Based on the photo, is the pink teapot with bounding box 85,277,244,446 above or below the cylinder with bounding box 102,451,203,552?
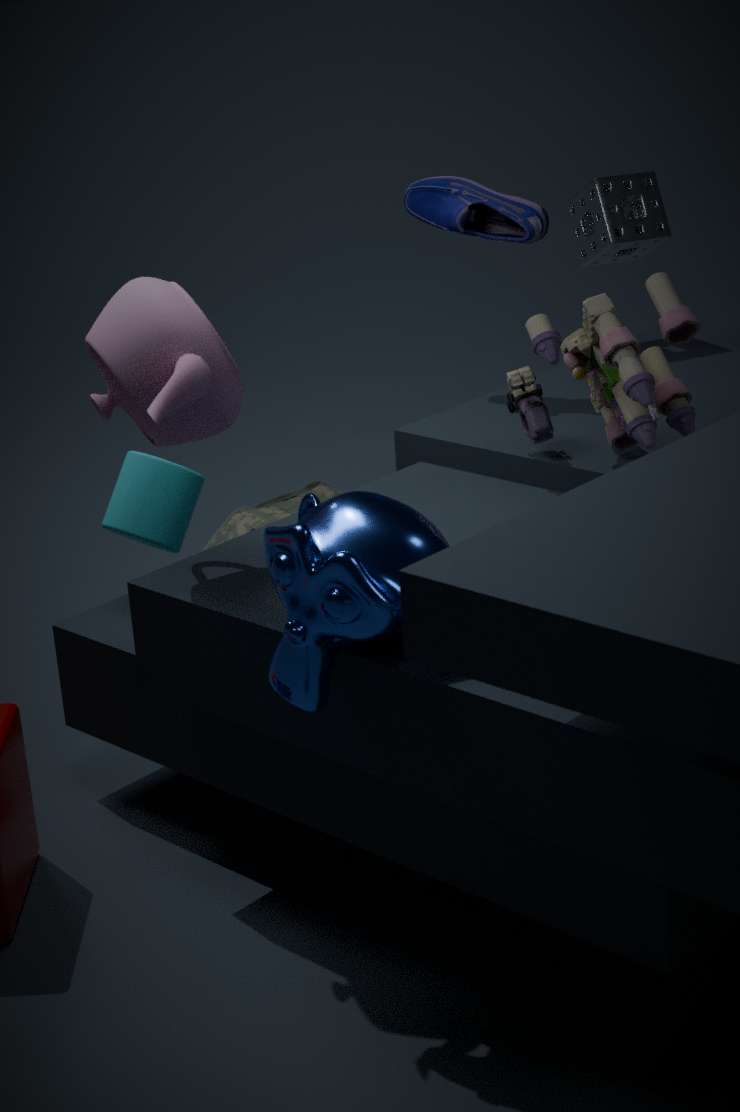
above
